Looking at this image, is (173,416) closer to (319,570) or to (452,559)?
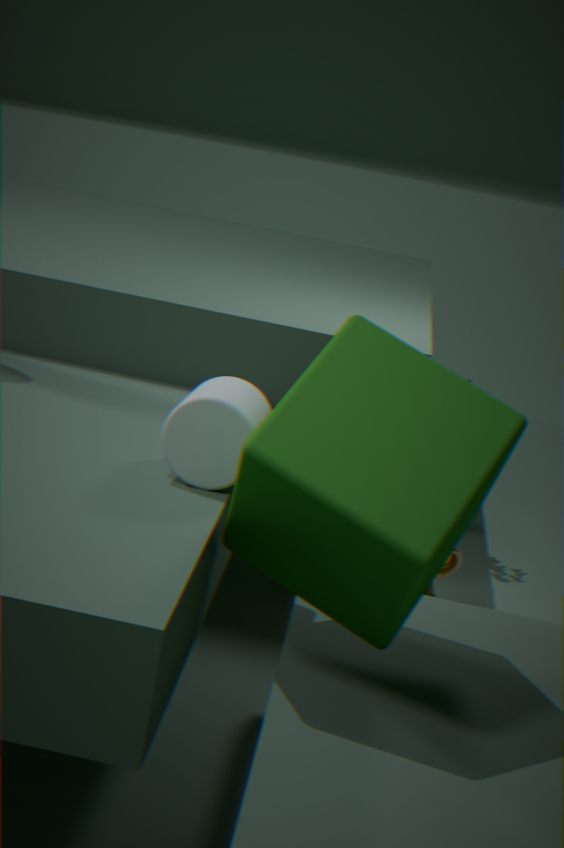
(319,570)
